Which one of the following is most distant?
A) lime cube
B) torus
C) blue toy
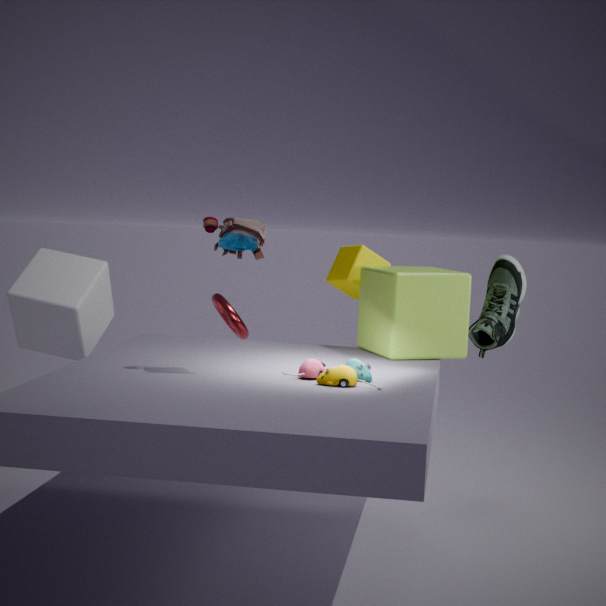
torus
